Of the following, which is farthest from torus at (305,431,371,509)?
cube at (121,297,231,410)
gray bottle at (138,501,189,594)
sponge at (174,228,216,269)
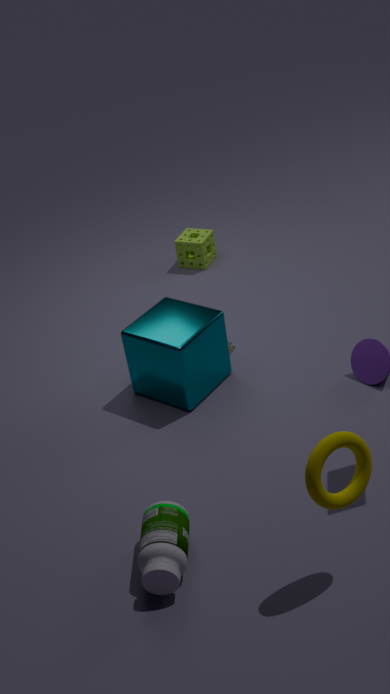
sponge at (174,228,216,269)
